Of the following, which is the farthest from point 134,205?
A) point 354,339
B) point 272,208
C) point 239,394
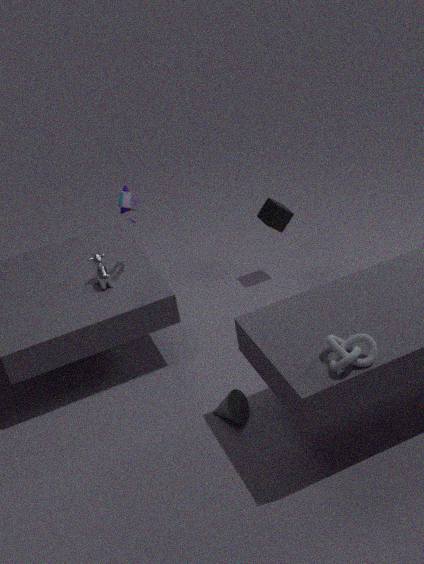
point 354,339
